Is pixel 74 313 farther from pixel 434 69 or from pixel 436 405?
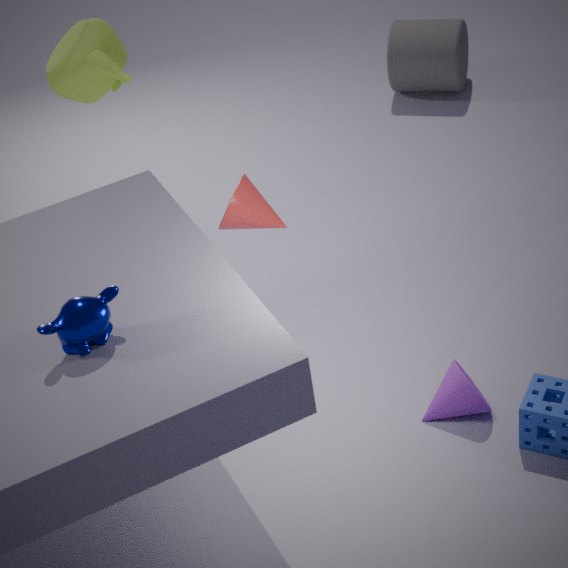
pixel 434 69
